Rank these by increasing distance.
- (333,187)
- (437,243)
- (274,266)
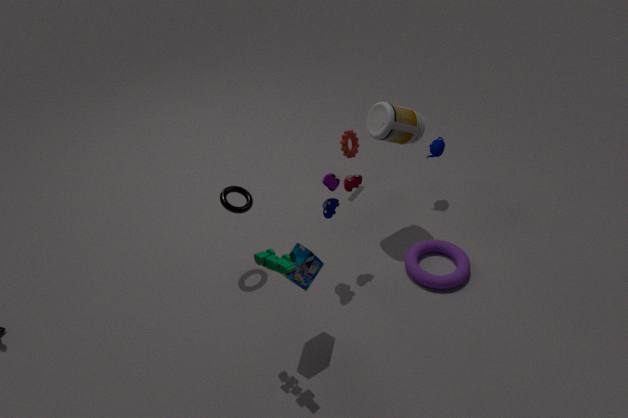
(274,266), (333,187), (437,243)
